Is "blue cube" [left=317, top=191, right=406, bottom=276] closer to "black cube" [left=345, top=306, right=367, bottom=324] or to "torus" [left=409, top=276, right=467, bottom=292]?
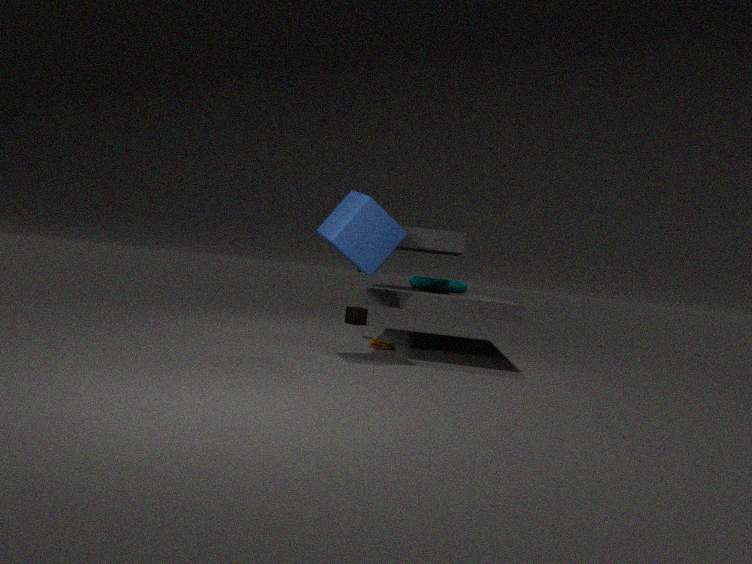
"torus" [left=409, top=276, right=467, bottom=292]
